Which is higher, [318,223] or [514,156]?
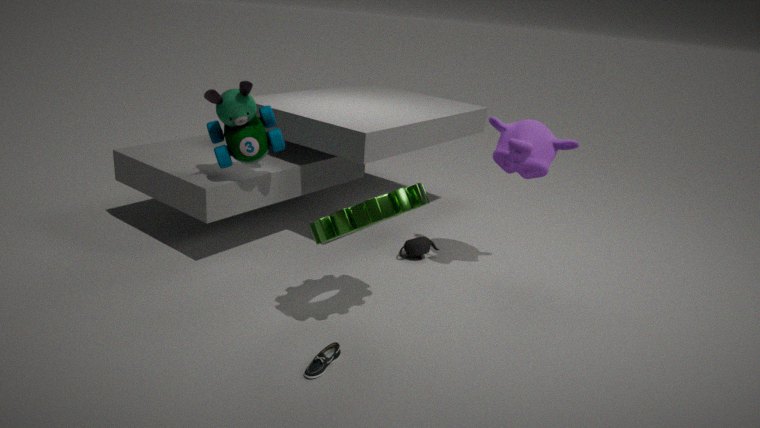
[514,156]
